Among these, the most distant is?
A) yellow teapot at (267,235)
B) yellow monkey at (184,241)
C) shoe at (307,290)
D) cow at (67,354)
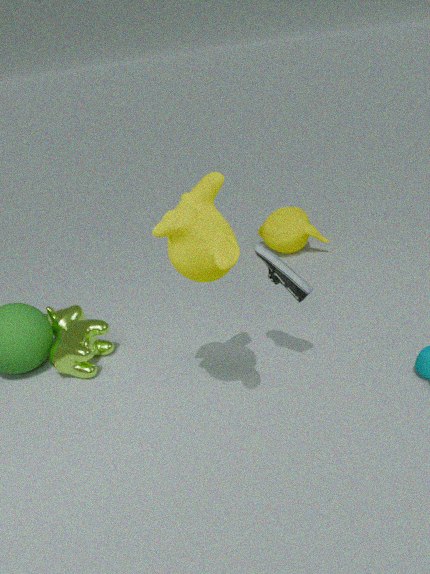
yellow teapot at (267,235)
